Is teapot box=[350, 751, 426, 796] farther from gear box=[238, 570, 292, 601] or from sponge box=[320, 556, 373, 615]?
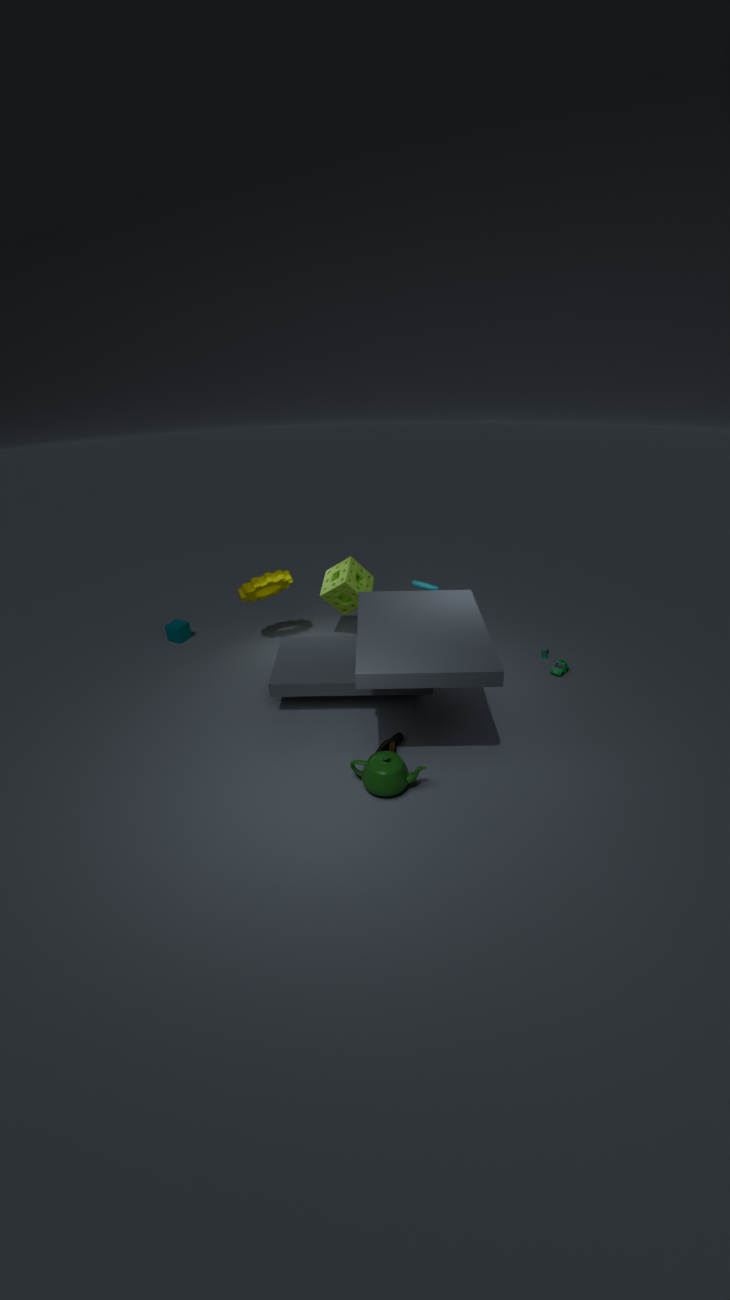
gear box=[238, 570, 292, 601]
